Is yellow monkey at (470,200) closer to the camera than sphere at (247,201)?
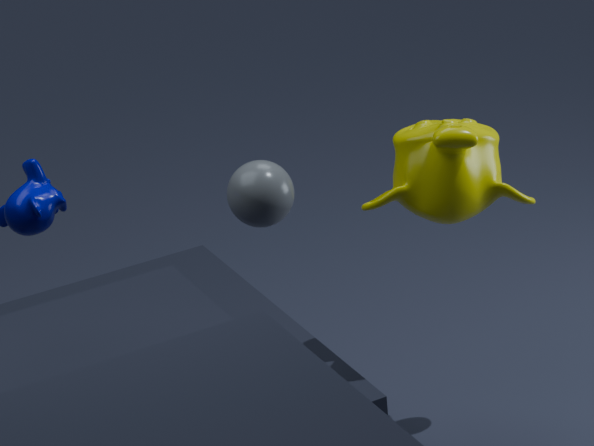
No
